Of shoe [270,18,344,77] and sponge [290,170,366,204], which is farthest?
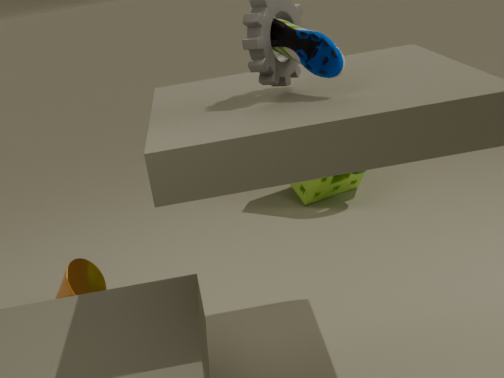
sponge [290,170,366,204]
